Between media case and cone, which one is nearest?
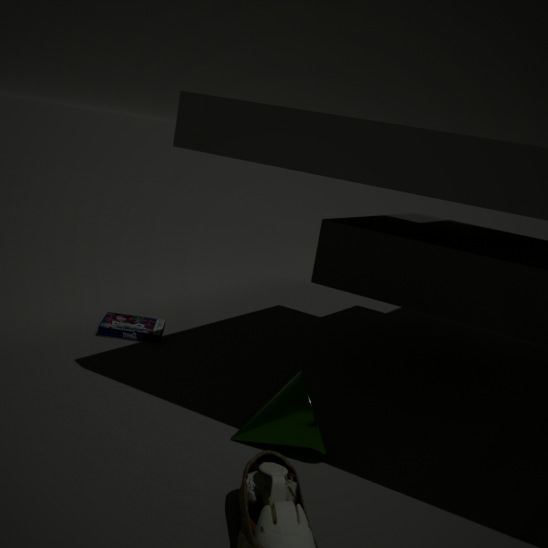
cone
